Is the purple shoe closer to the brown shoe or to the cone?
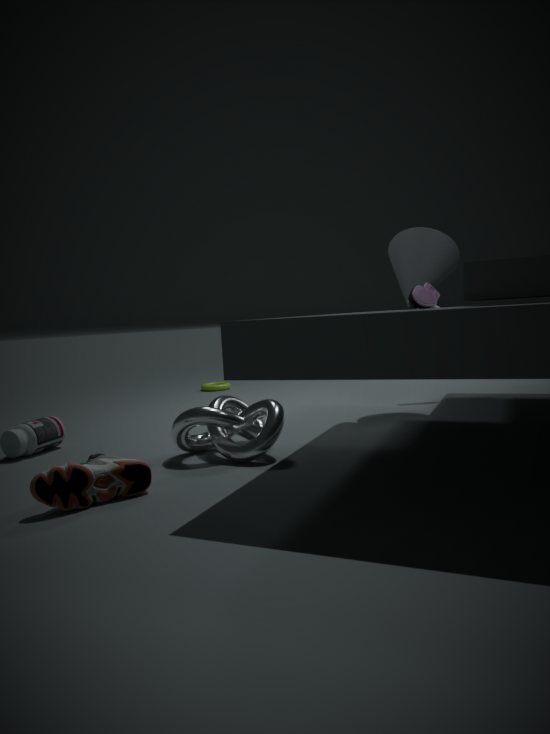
the cone
